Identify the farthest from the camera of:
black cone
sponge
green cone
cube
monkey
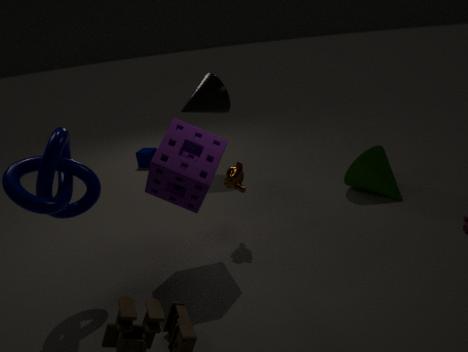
cube
